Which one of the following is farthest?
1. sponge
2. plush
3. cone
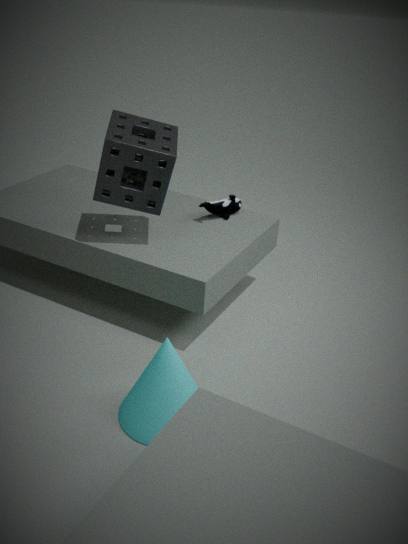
plush
